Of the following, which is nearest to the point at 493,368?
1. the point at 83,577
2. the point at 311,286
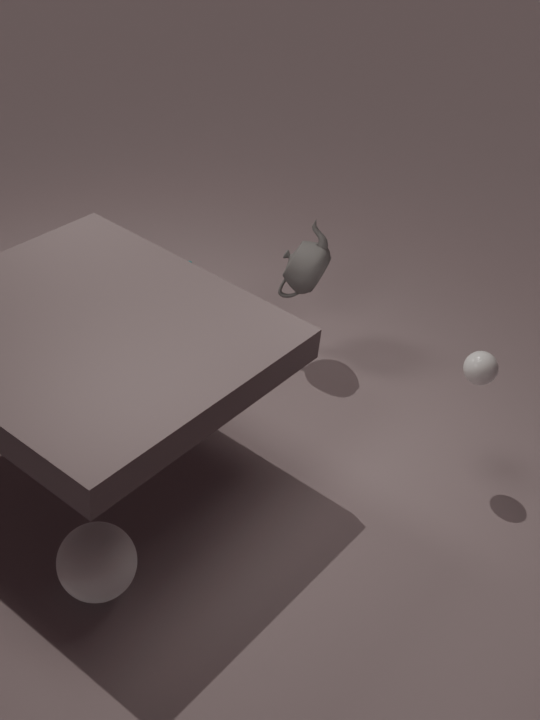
the point at 311,286
